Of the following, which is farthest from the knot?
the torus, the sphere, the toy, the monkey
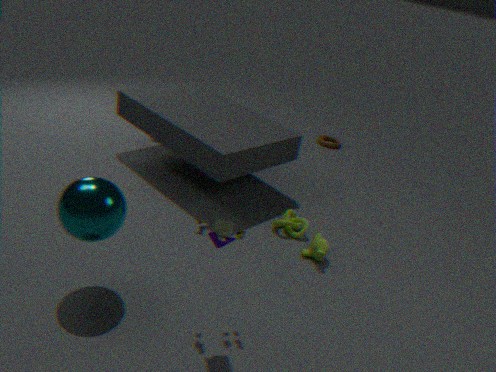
the torus
